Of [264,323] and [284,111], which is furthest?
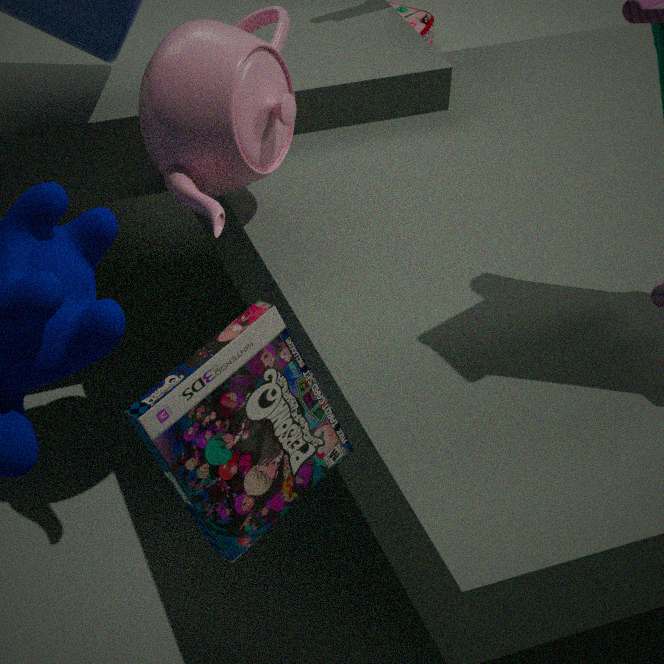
[284,111]
